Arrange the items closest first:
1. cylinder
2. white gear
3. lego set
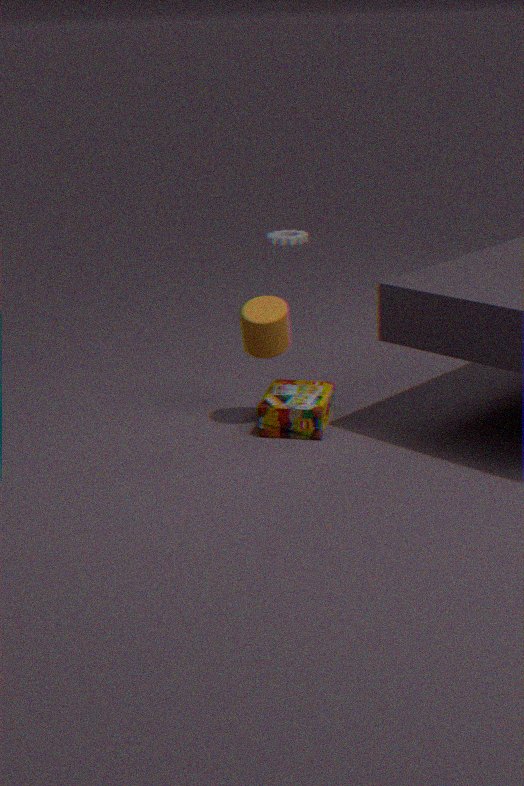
cylinder → lego set → white gear
